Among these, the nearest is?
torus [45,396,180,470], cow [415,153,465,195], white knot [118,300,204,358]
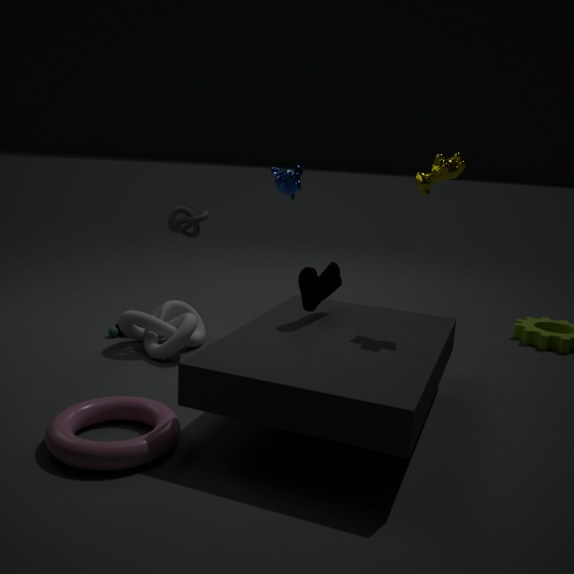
torus [45,396,180,470]
